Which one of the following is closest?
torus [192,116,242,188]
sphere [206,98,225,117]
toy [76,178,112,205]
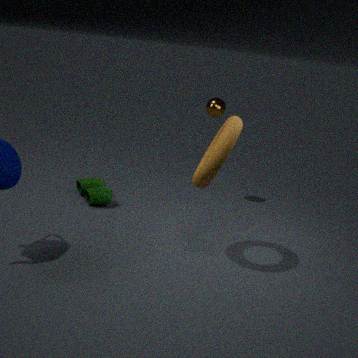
torus [192,116,242,188]
